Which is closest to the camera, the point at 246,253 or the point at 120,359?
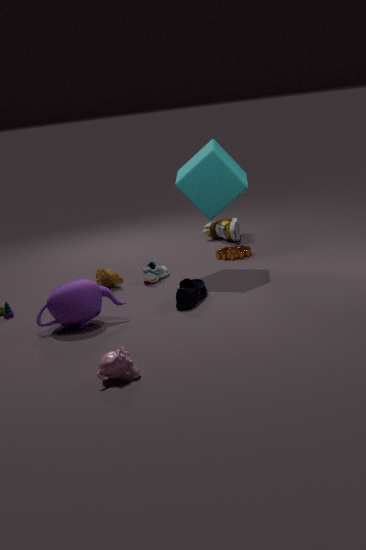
the point at 120,359
